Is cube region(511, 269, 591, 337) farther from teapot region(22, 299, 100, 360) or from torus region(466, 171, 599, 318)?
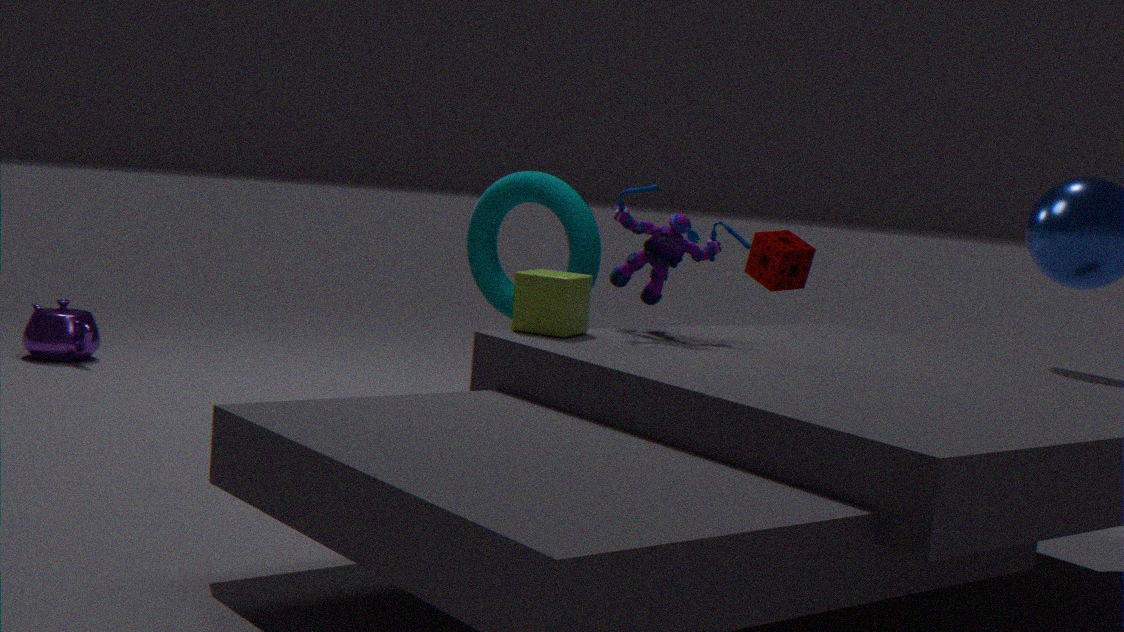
teapot region(22, 299, 100, 360)
